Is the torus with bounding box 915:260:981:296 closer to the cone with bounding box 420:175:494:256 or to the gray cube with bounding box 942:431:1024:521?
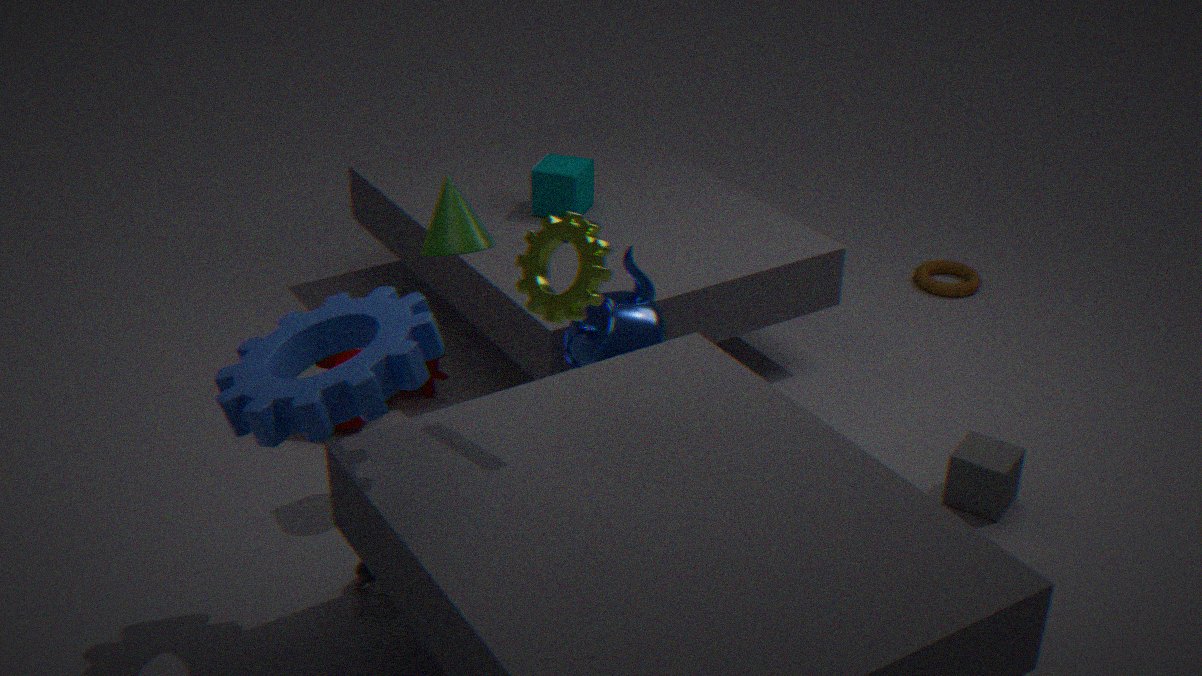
the gray cube with bounding box 942:431:1024:521
